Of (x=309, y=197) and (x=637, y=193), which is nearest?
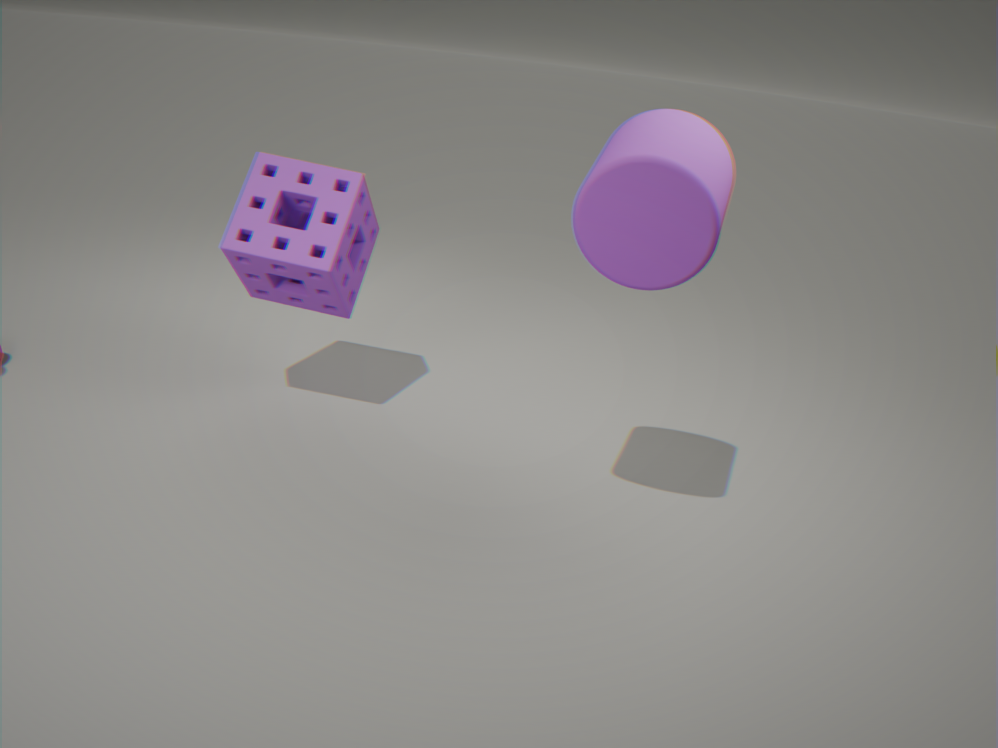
(x=637, y=193)
